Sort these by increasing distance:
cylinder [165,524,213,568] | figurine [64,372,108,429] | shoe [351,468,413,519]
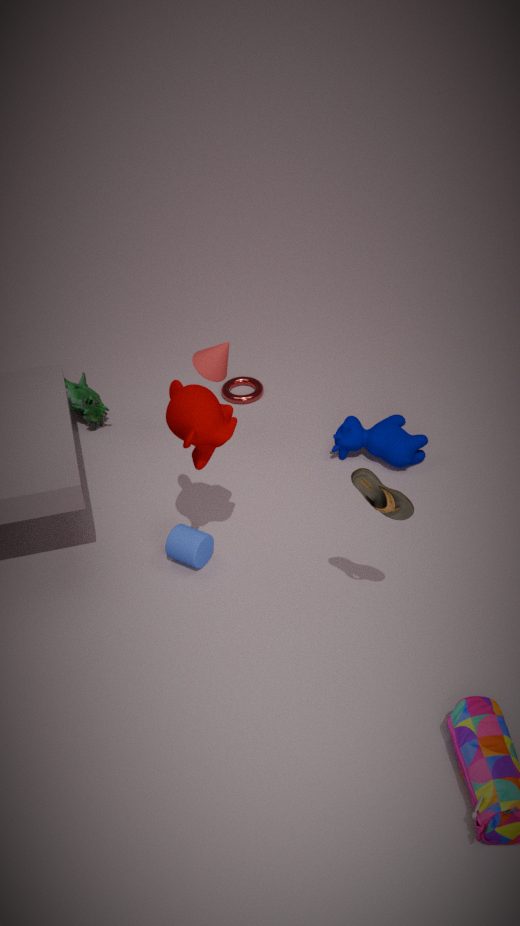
shoe [351,468,413,519], cylinder [165,524,213,568], figurine [64,372,108,429]
